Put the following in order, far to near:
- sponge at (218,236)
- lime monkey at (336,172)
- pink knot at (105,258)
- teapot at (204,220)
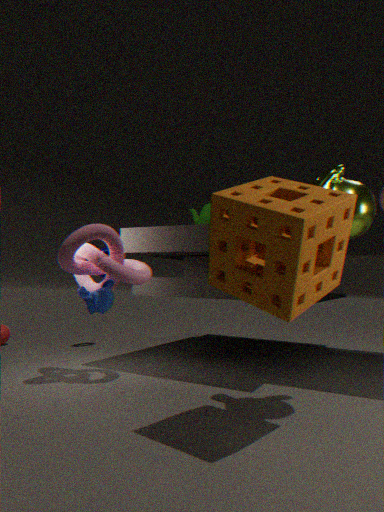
teapot at (204,220) < pink knot at (105,258) < lime monkey at (336,172) < sponge at (218,236)
